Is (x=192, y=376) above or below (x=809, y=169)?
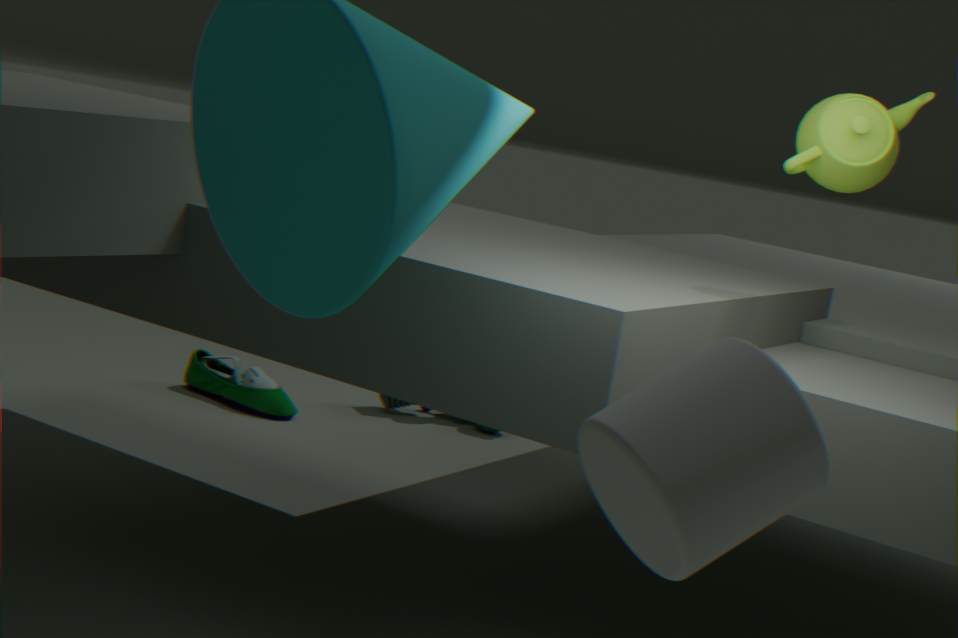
below
